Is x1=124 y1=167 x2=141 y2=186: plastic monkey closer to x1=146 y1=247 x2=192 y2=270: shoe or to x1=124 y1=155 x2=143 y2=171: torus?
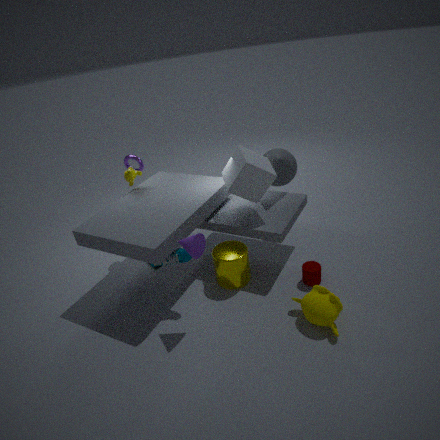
x1=124 y1=155 x2=143 y2=171: torus
